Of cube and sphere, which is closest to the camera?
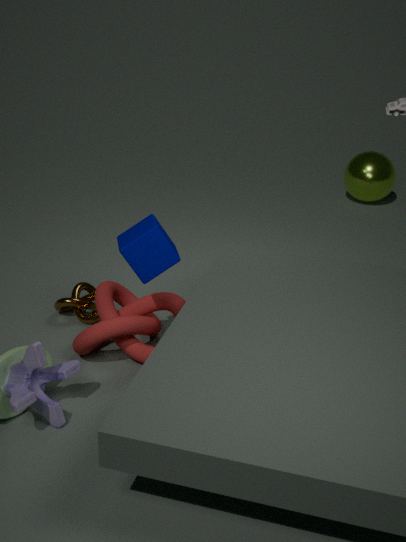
cube
